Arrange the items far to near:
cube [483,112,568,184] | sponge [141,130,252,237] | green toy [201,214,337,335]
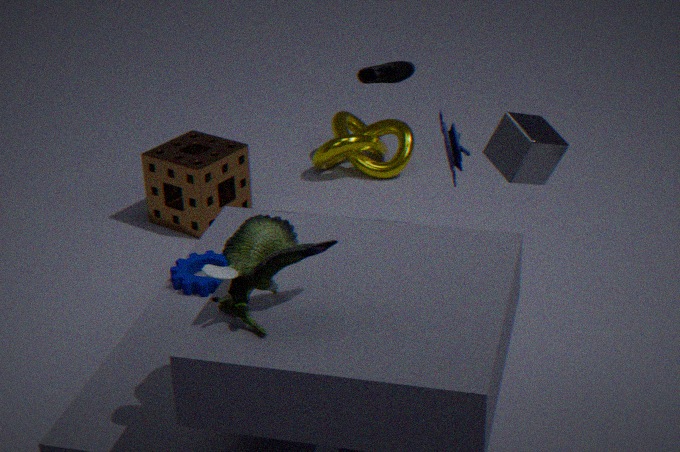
sponge [141,130,252,237], cube [483,112,568,184], green toy [201,214,337,335]
